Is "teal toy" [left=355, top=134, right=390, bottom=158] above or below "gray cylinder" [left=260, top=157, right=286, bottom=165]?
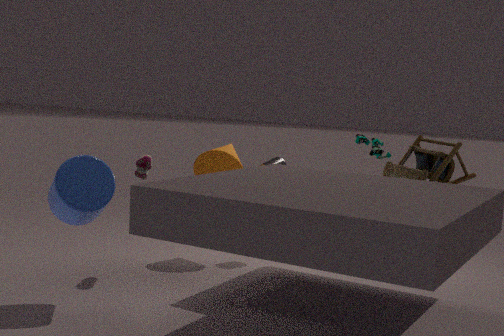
above
